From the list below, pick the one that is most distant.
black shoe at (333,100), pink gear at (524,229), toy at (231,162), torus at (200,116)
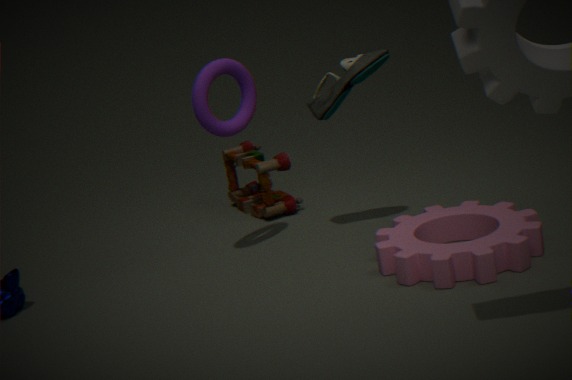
toy at (231,162)
